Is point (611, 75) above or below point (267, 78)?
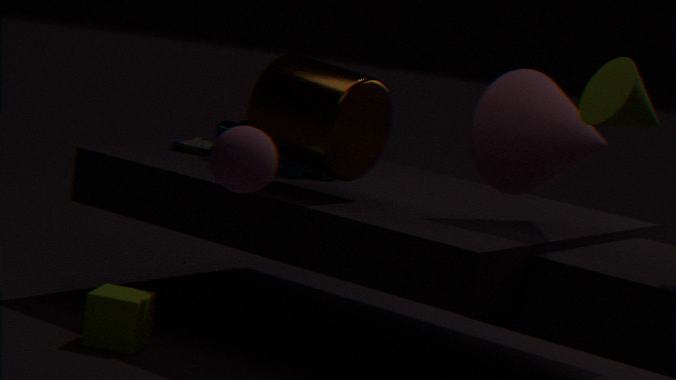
above
